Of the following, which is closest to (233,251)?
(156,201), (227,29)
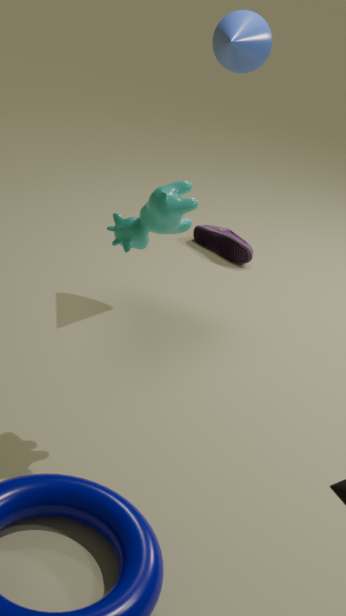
(227,29)
